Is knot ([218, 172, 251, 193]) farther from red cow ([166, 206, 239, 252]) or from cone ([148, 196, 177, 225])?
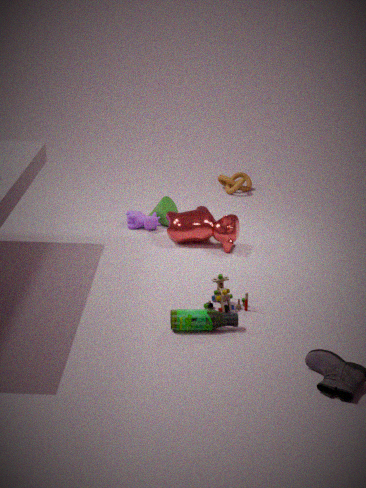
red cow ([166, 206, 239, 252])
